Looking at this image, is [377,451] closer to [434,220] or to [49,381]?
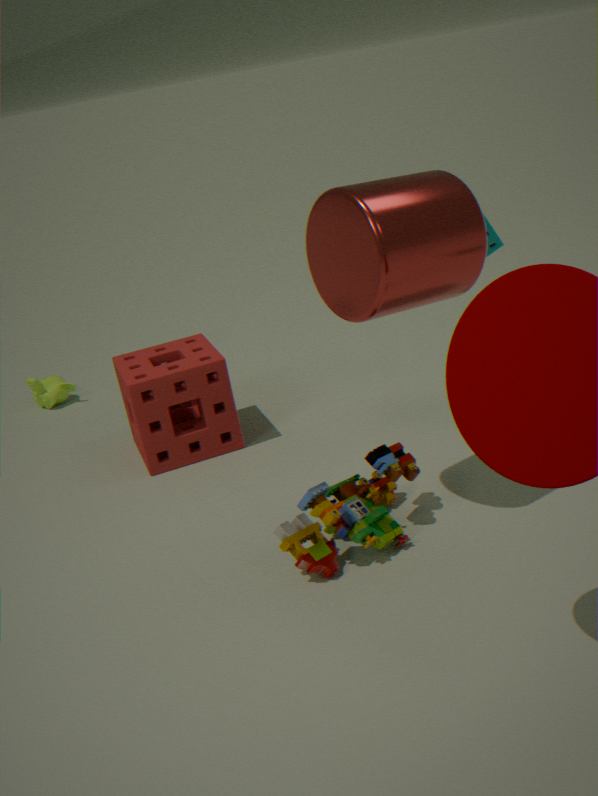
[434,220]
